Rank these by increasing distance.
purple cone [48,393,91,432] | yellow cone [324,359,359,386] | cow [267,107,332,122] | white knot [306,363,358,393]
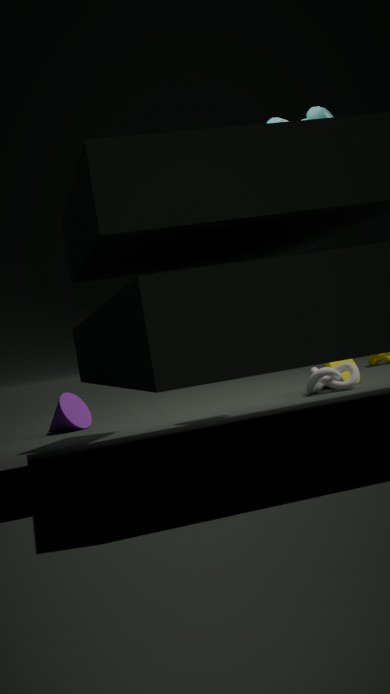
cow [267,107,332,122]
white knot [306,363,358,393]
purple cone [48,393,91,432]
yellow cone [324,359,359,386]
